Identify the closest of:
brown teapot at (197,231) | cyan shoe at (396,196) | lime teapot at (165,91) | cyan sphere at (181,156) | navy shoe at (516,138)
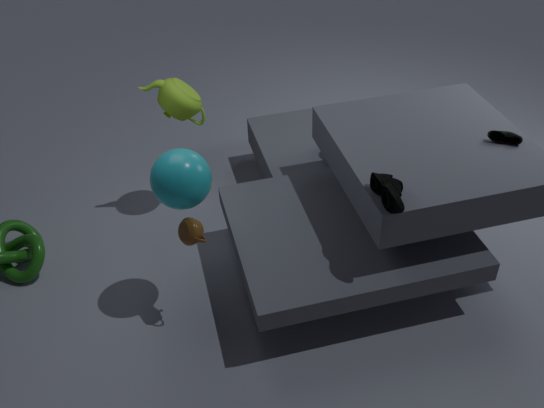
cyan shoe at (396,196)
